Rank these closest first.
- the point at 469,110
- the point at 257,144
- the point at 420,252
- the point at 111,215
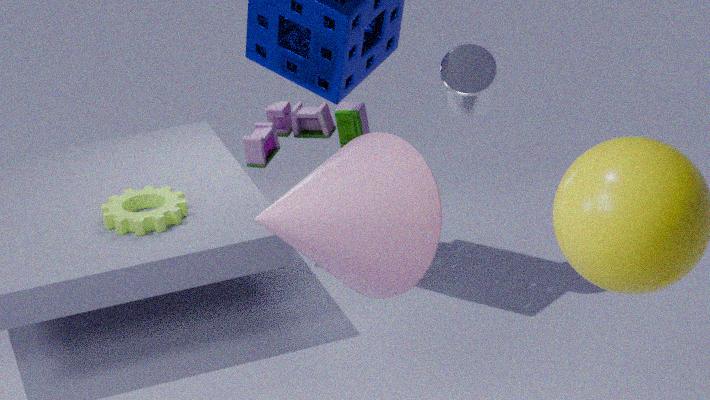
the point at 420,252, the point at 111,215, the point at 469,110, the point at 257,144
